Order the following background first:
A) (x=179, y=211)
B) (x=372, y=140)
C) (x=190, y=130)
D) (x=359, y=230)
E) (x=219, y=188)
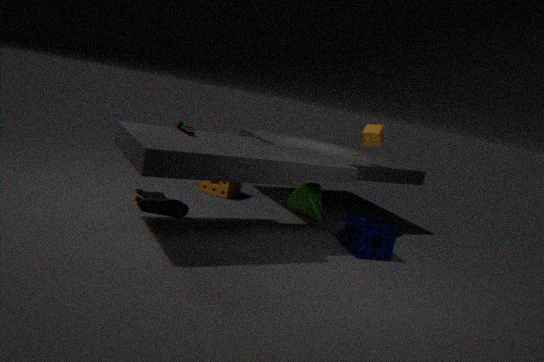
1. (x=219, y=188)
2. (x=372, y=140)
3. (x=179, y=211)
4. (x=359, y=230)
5. (x=190, y=130)
